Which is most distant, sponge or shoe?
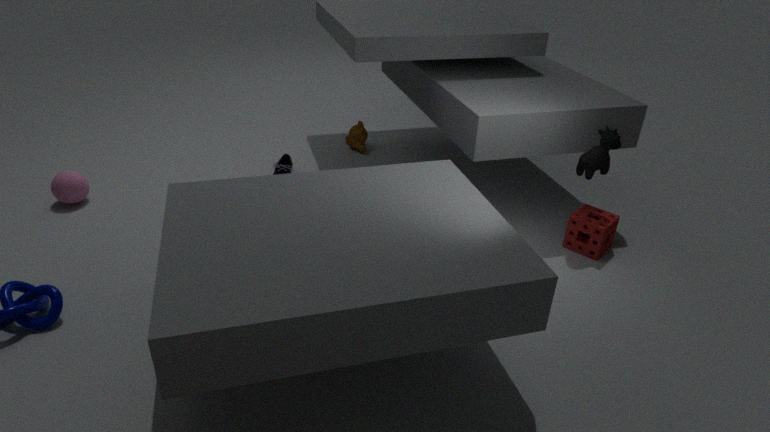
shoe
